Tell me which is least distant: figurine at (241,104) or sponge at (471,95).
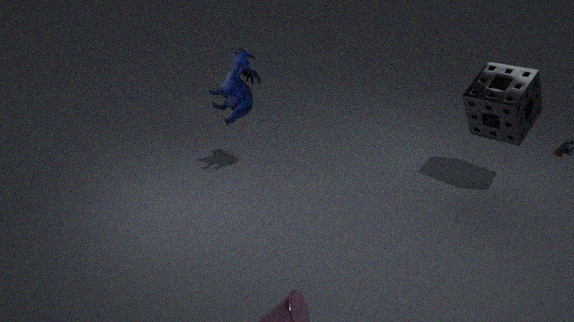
sponge at (471,95)
